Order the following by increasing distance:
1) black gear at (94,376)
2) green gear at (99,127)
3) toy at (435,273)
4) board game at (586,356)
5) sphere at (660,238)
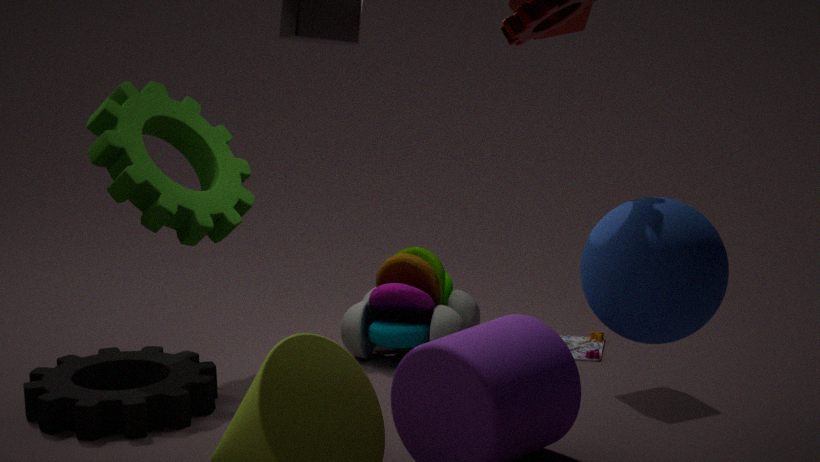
5. sphere at (660,238), 1. black gear at (94,376), 2. green gear at (99,127), 3. toy at (435,273), 4. board game at (586,356)
